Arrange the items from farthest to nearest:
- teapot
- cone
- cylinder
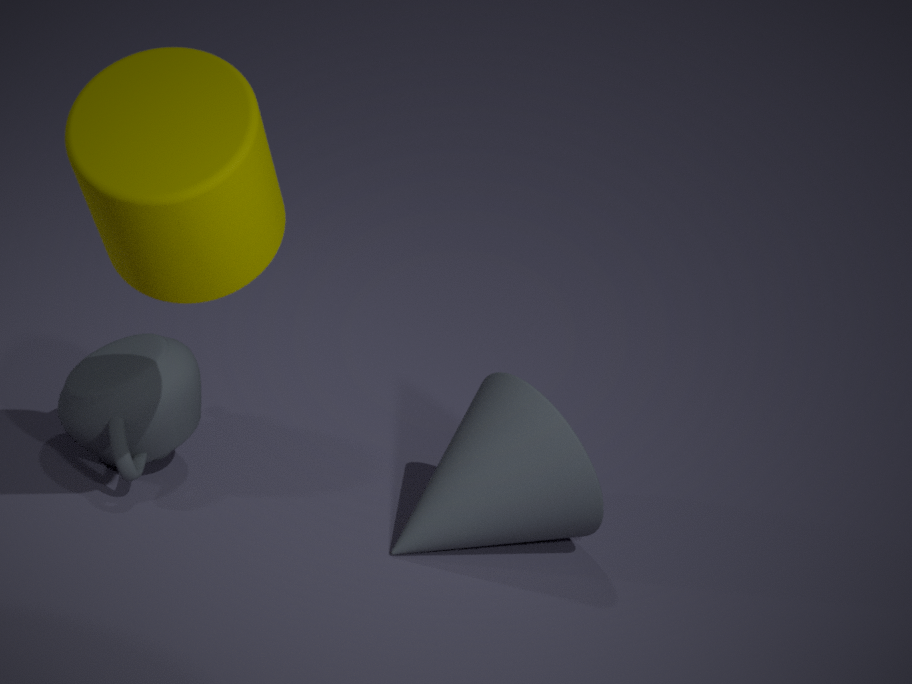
teapot → cone → cylinder
